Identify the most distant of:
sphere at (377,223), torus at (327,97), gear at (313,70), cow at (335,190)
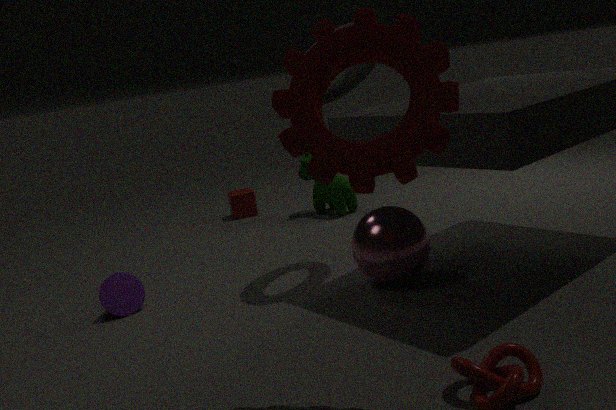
cow at (335,190)
